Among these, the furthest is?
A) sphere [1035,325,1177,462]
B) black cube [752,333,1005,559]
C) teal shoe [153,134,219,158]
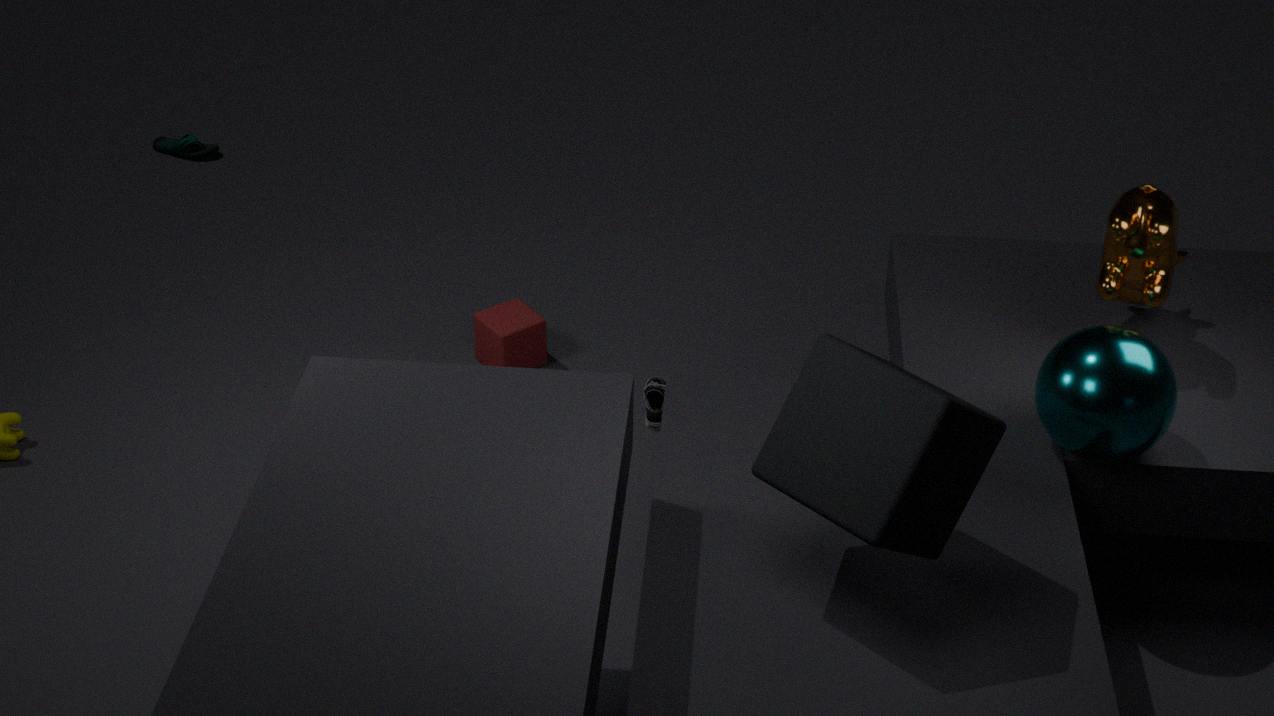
teal shoe [153,134,219,158]
